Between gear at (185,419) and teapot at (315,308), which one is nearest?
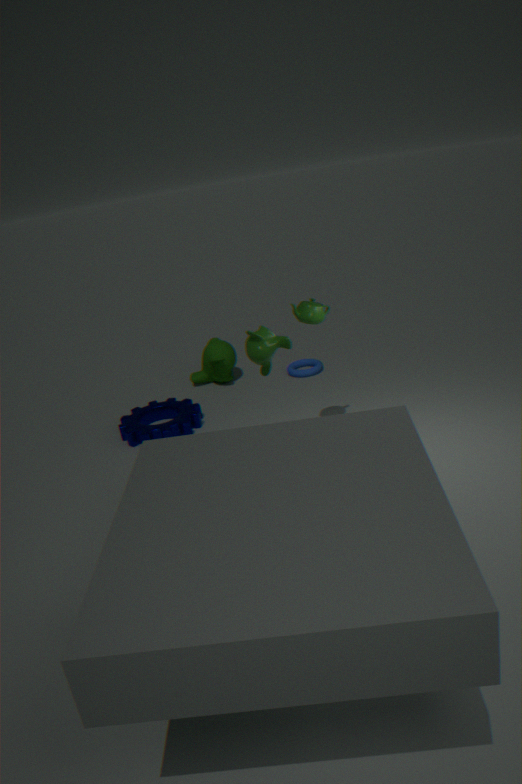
teapot at (315,308)
